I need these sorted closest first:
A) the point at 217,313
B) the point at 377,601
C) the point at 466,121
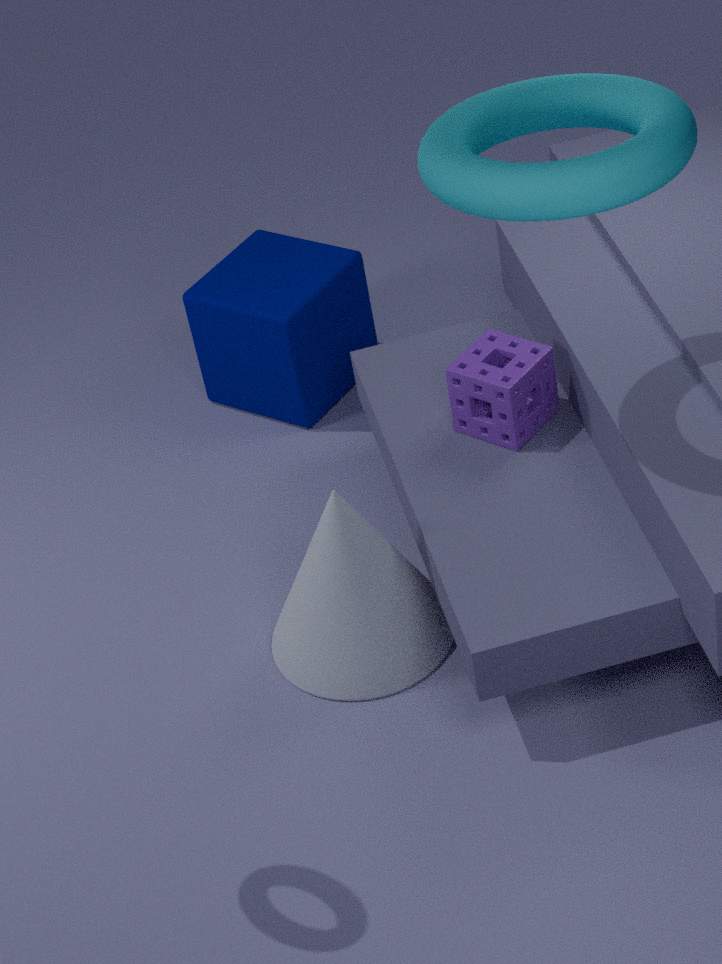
the point at 466,121 → the point at 377,601 → the point at 217,313
